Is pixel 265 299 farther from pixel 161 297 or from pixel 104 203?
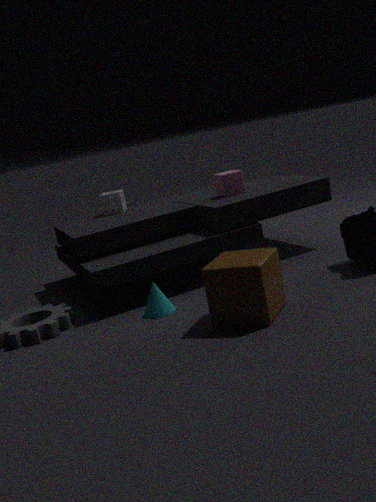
pixel 104 203
